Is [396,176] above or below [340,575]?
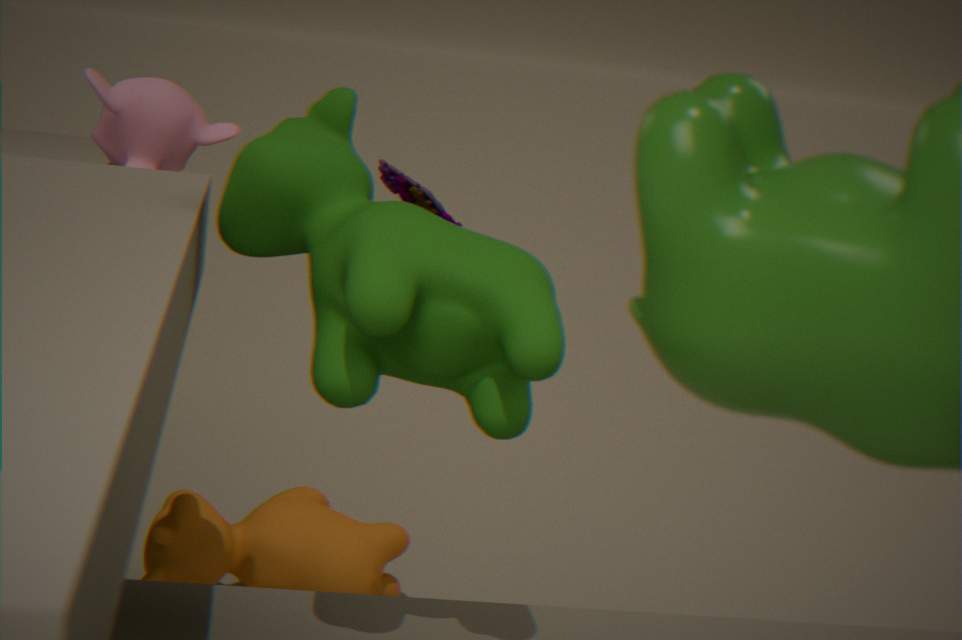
above
